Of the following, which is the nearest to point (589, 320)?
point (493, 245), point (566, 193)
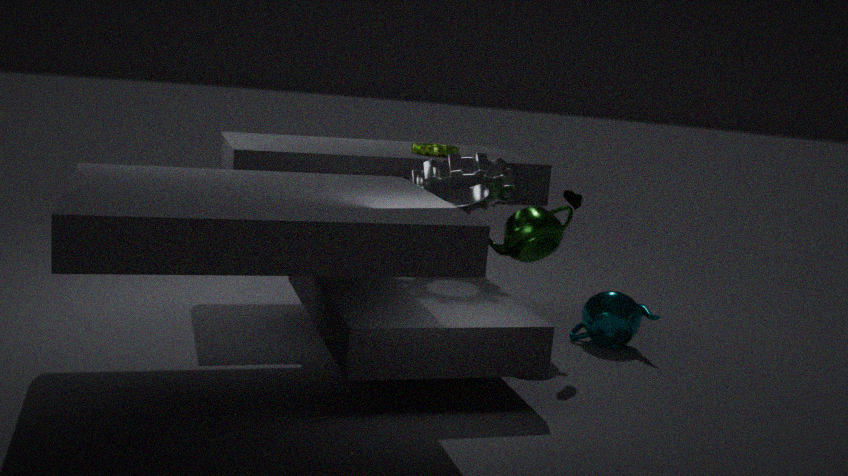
point (493, 245)
